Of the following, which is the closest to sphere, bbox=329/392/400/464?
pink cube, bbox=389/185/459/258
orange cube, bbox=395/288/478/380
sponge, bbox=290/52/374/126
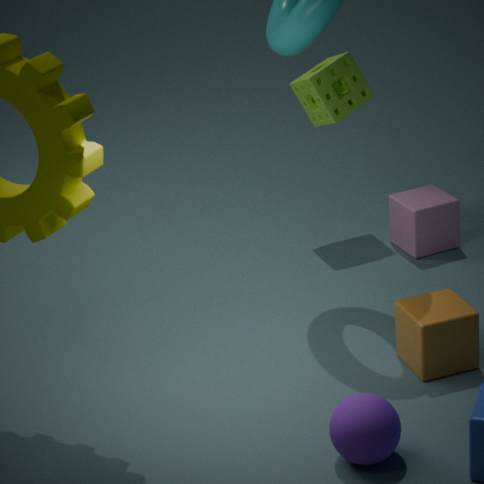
orange cube, bbox=395/288/478/380
